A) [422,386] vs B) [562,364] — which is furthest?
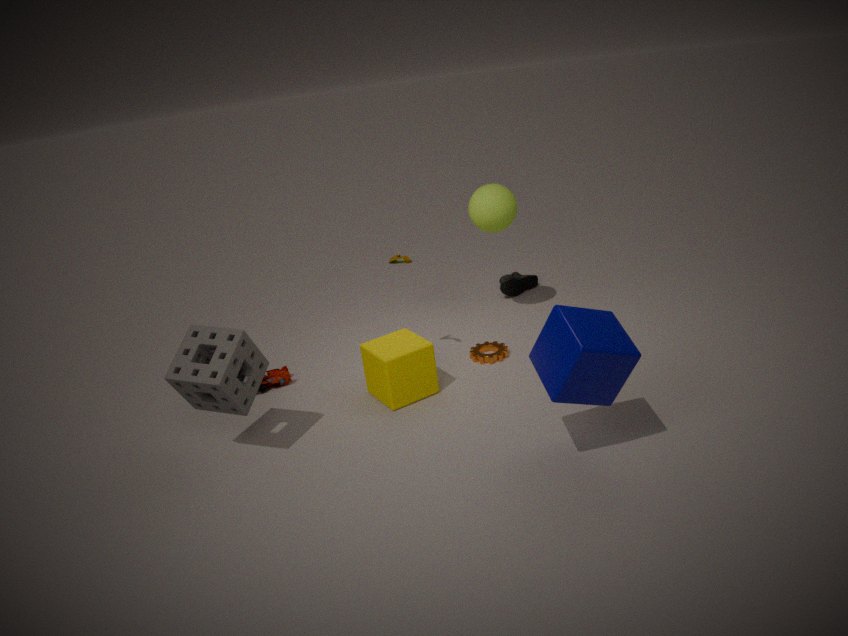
Result: A. [422,386]
